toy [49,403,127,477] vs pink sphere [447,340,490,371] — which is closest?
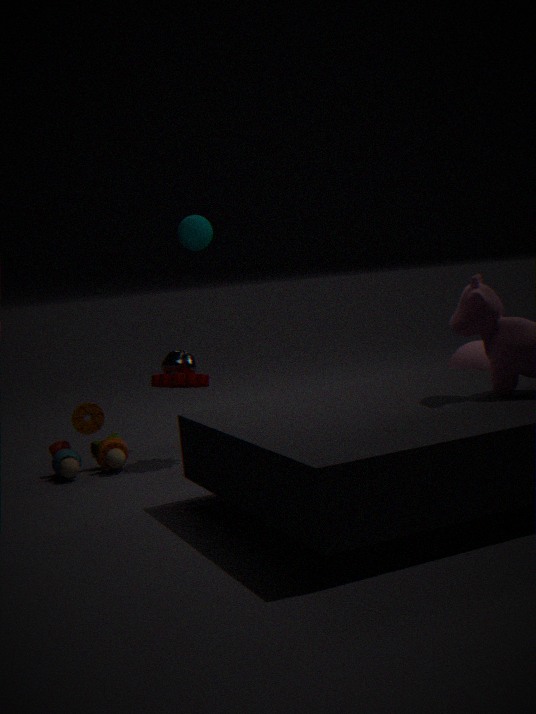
toy [49,403,127,477]
